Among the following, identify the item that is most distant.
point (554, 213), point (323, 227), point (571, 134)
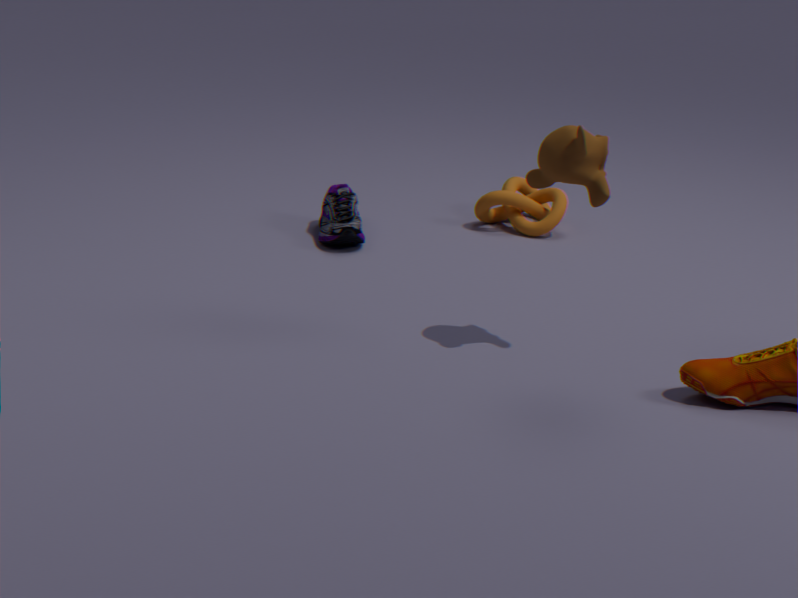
point (554, 213)
